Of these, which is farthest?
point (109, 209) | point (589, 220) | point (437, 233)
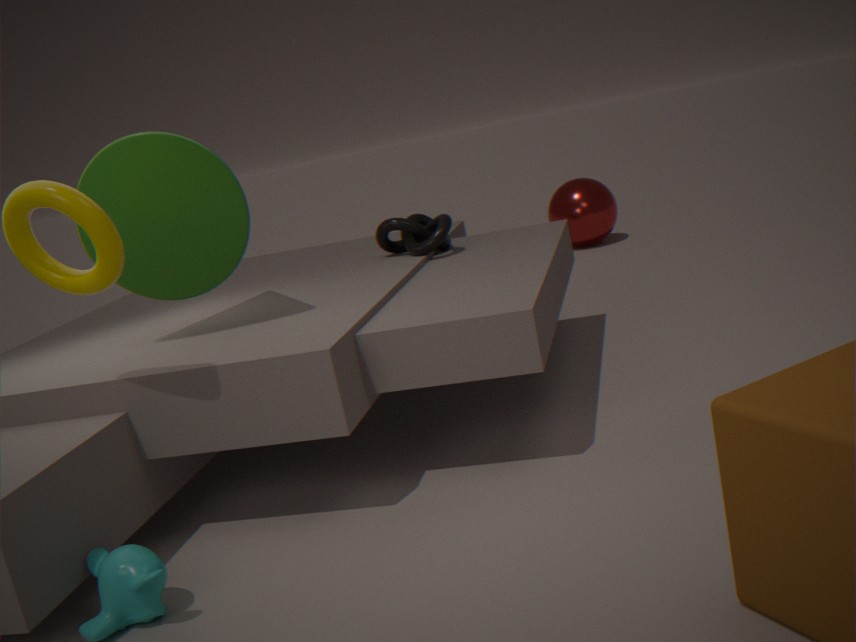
point (589, 220)
